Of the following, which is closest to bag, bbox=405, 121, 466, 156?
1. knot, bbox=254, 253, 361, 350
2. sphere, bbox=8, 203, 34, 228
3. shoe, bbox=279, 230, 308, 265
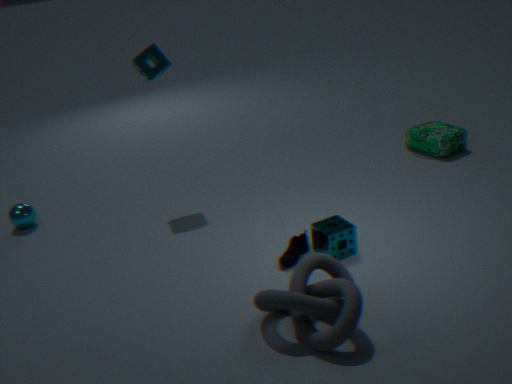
shoe, bbox=279, 230, 308, 265
